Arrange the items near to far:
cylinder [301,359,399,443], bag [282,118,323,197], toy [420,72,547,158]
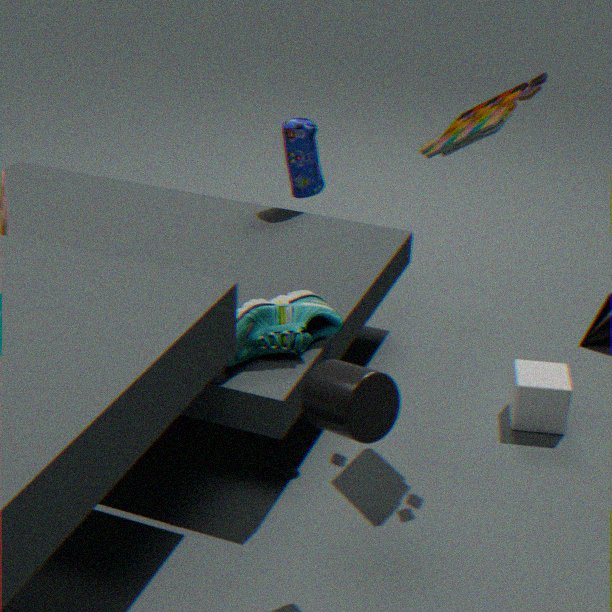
cylinder [301,359,399,443] → toy [420,72,547,158] → bag [282,118,323,197]
